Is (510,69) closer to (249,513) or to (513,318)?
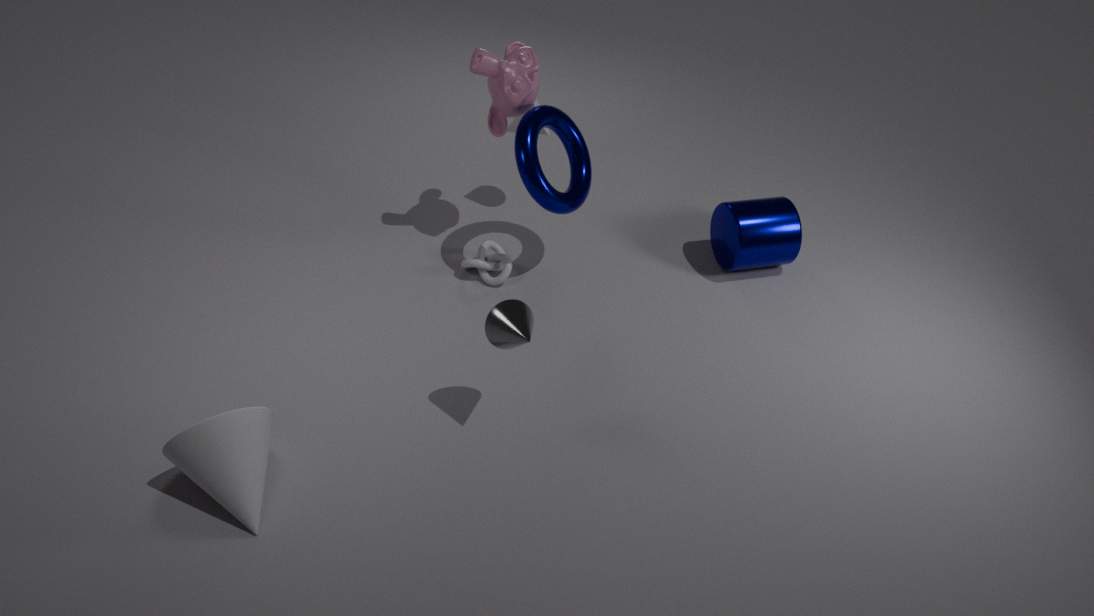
(513,318)
